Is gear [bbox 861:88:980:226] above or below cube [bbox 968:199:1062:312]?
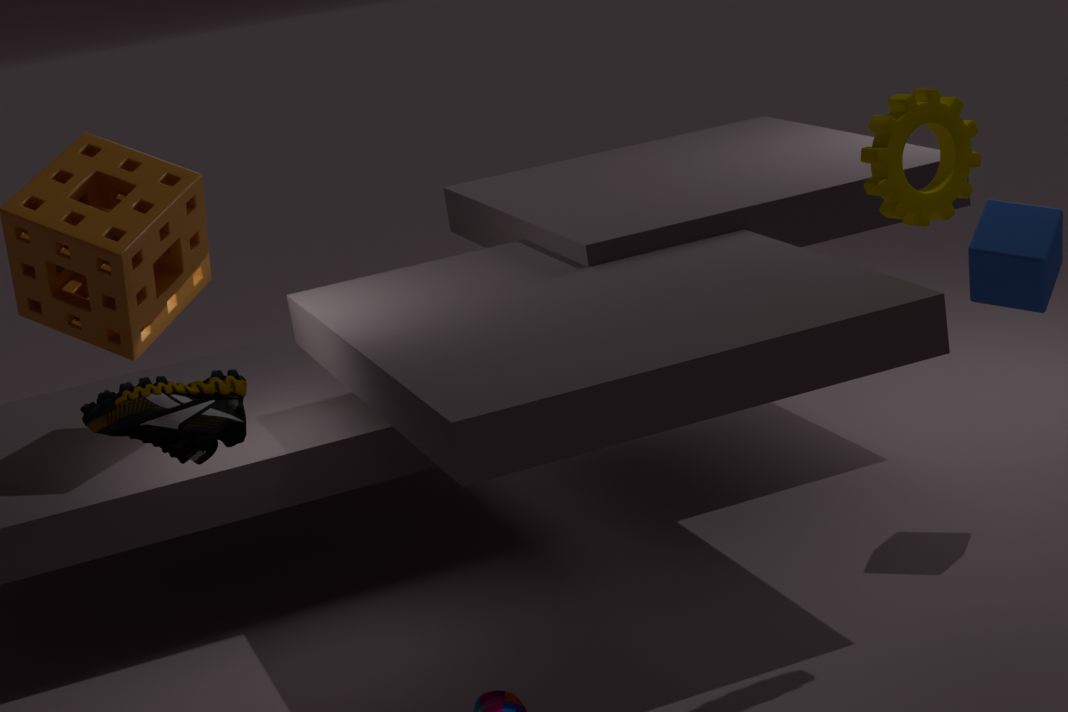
above
